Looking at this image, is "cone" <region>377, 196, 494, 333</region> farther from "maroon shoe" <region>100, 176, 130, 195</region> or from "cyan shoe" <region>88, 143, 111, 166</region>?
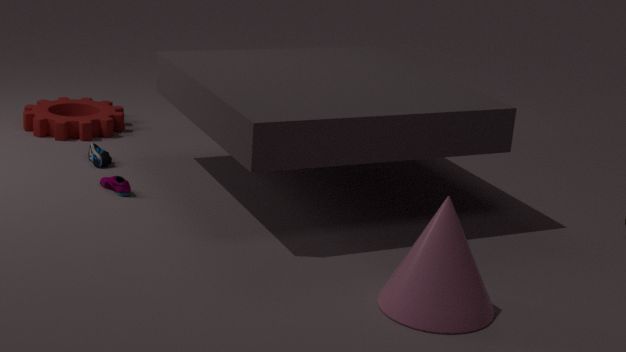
"cyan shoe" <region>88, 143, 111, 166</region>
